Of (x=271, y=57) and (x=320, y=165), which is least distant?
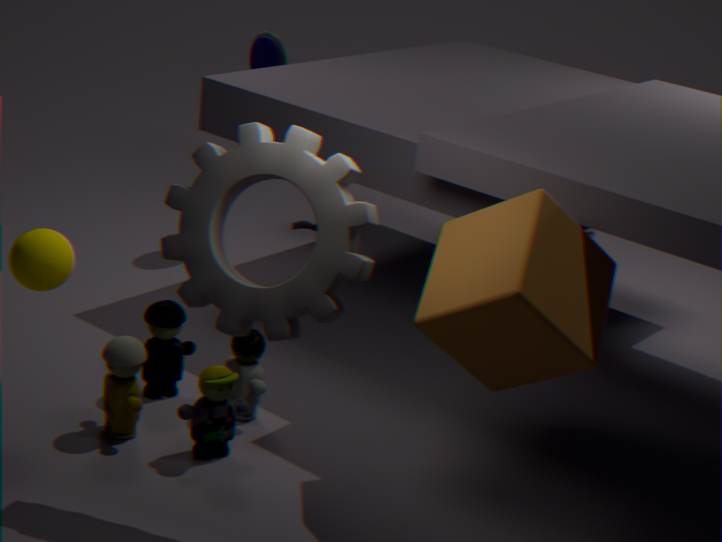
(x=320, y=165)
